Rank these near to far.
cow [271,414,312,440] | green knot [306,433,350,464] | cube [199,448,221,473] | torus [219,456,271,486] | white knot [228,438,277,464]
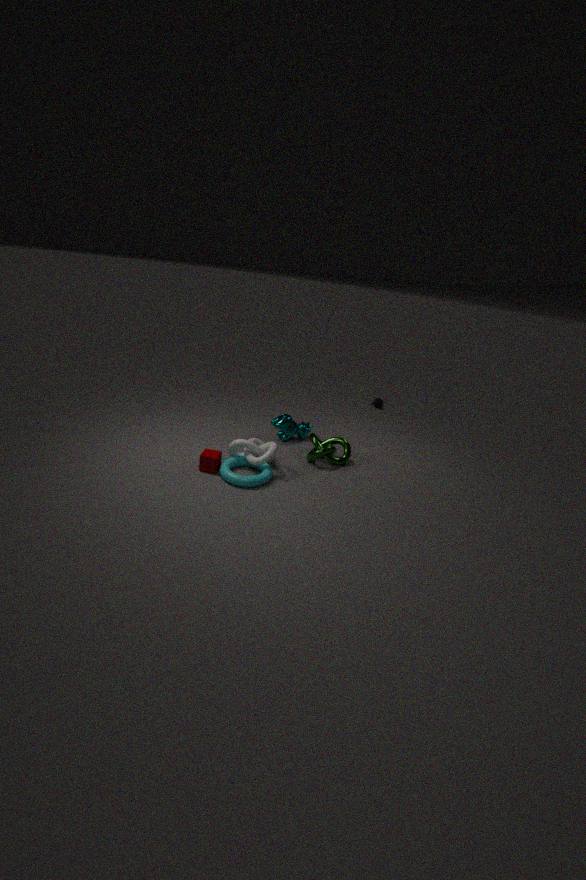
torus [219,456,271,486], cube [199,448,221,473], white knot [228,438,277,464], green knot [306,433,350,464], cow [271,414,312,440]
